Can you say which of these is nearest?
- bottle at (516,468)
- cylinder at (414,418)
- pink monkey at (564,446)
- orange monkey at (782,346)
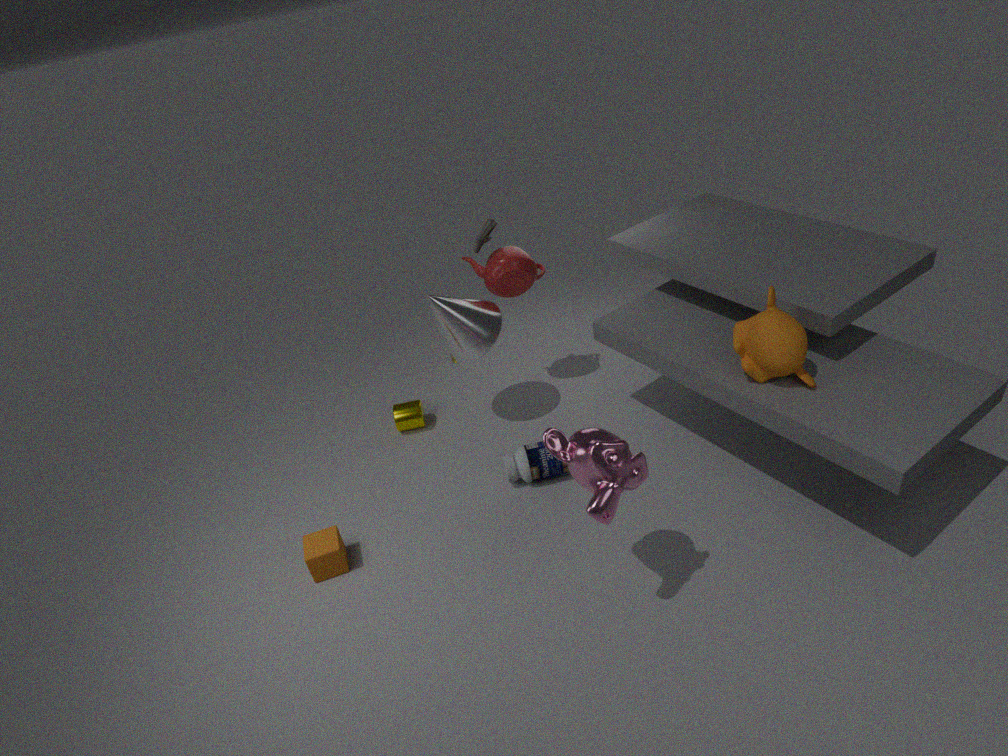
pink monkey at (564,446)
